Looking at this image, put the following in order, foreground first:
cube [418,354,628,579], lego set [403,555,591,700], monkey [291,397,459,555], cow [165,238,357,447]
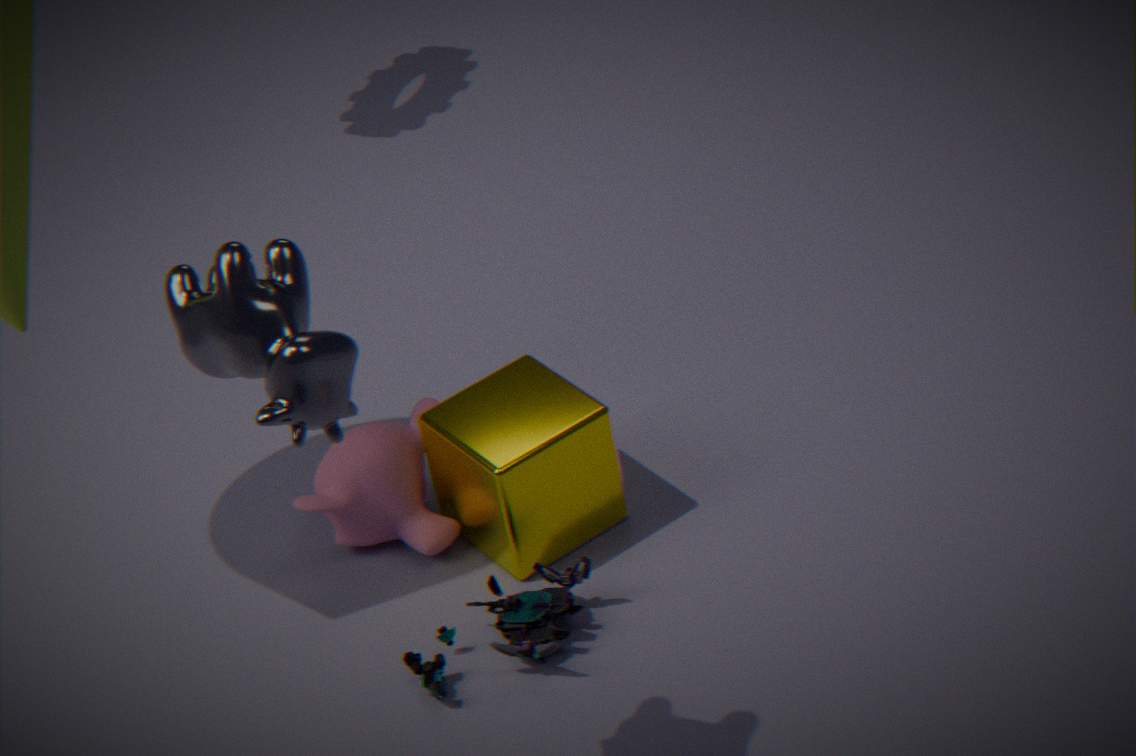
cow [165,238,357,447], lego set [403,555,591,700], cube [418,354,628,579], monkey [291,397,459,555]
